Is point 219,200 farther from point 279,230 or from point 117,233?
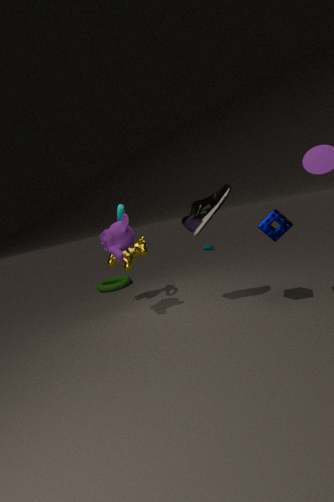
point 117,233
